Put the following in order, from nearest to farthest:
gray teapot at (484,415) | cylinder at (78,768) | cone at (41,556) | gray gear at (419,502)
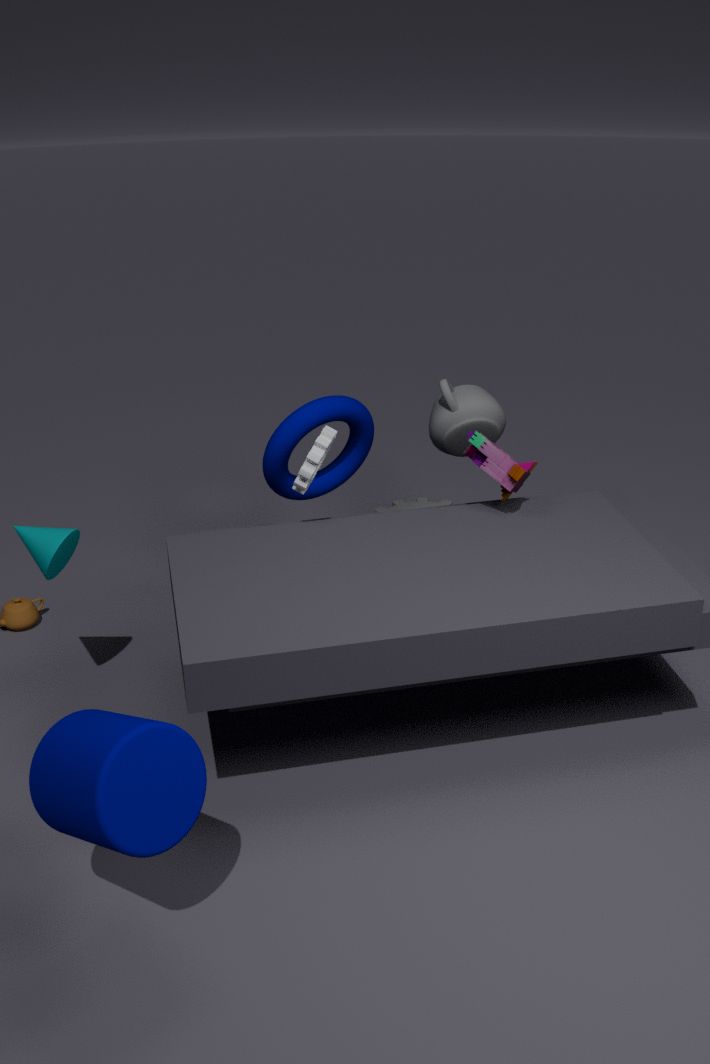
cylinder at (78,768), cone at (41,556), gray teapot at (484,415), gray gear at (419,502)
